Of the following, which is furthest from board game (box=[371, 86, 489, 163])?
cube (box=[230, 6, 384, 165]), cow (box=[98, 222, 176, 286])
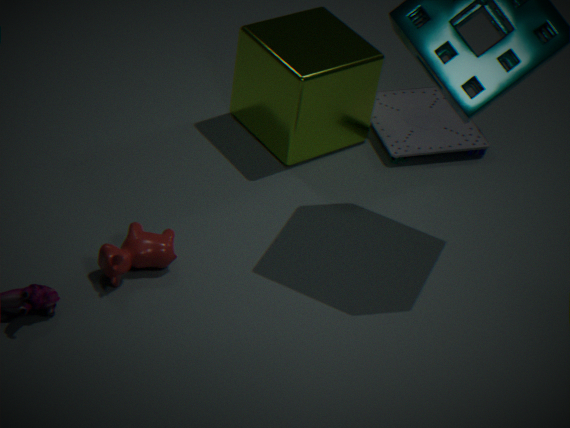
cow (box=[98, 222, 176, 286])
